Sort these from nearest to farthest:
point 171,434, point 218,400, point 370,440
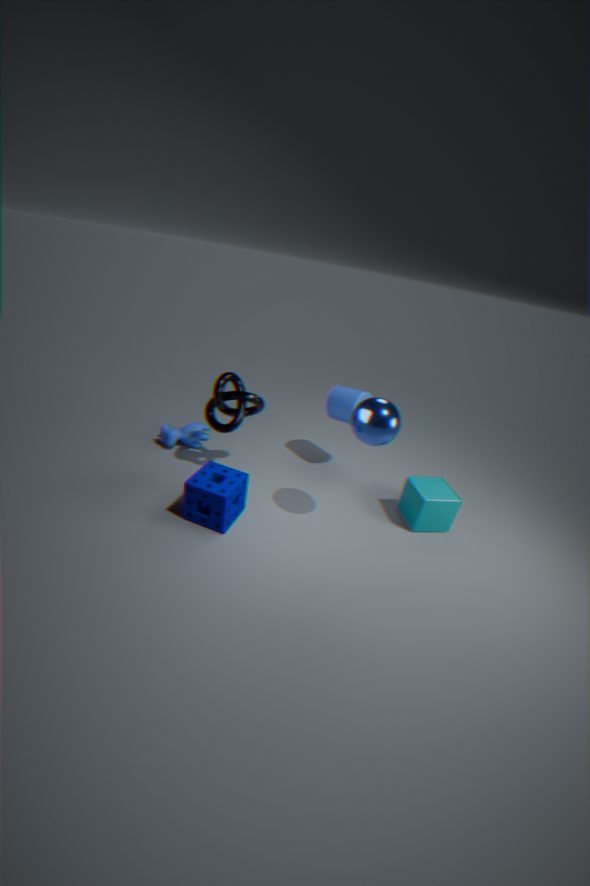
1. point 370,440
2. point 218,400
3. point 171,434
